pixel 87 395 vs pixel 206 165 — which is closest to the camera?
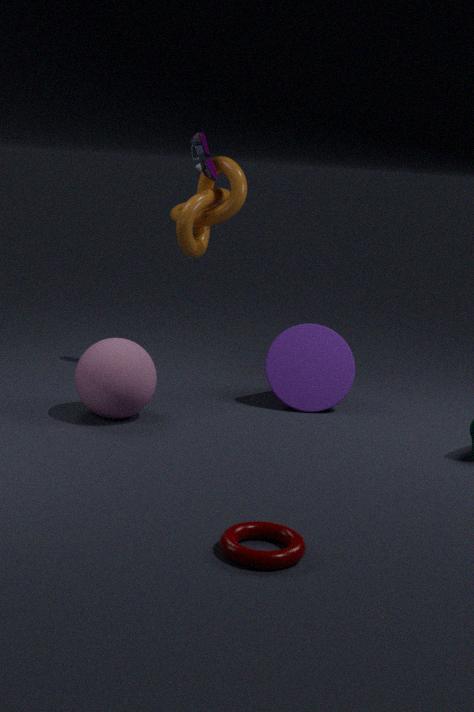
pixel 87 395
